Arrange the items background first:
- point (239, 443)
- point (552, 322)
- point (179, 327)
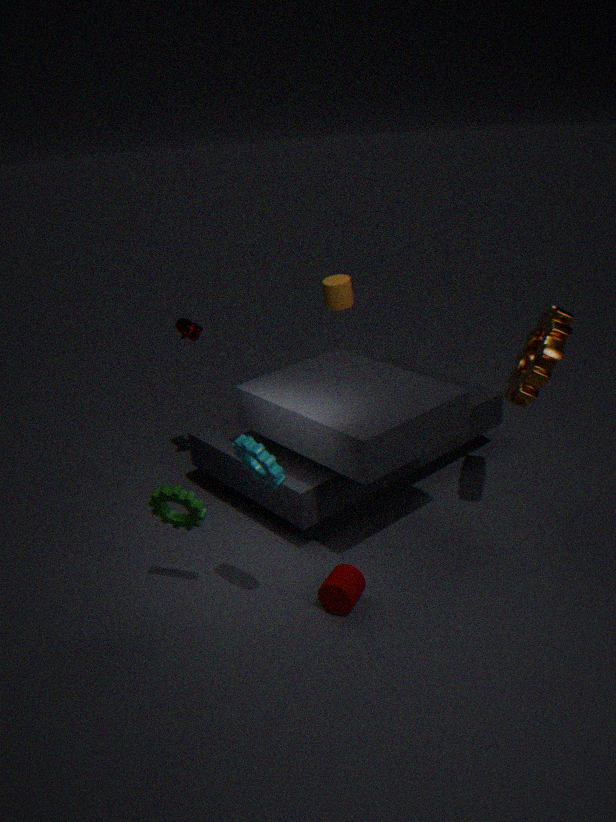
point (179, 327) → point (552, 322) → point (239, 443)
